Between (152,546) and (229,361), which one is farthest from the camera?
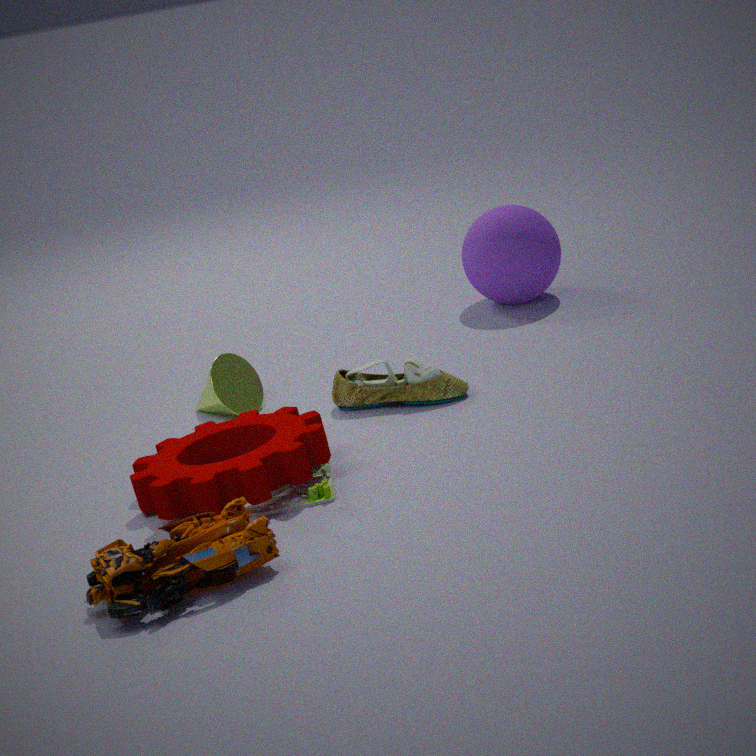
(229,361)
